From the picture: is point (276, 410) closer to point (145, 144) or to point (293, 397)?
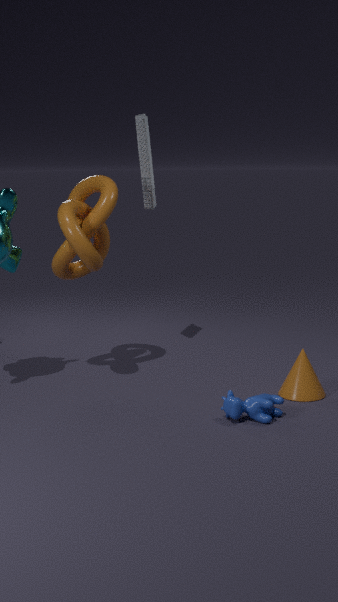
point (293, 397)
